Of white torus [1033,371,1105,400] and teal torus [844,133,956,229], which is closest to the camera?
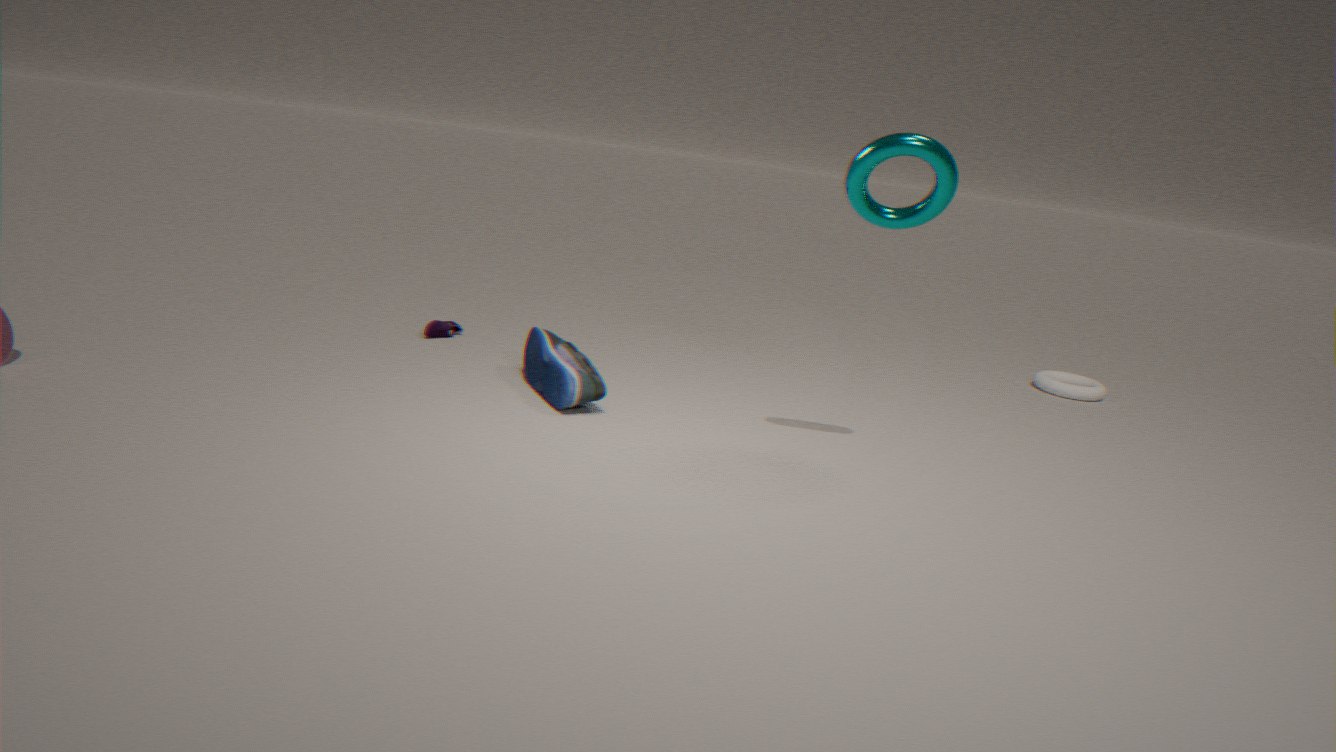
teal torus [844,133,956,229]
